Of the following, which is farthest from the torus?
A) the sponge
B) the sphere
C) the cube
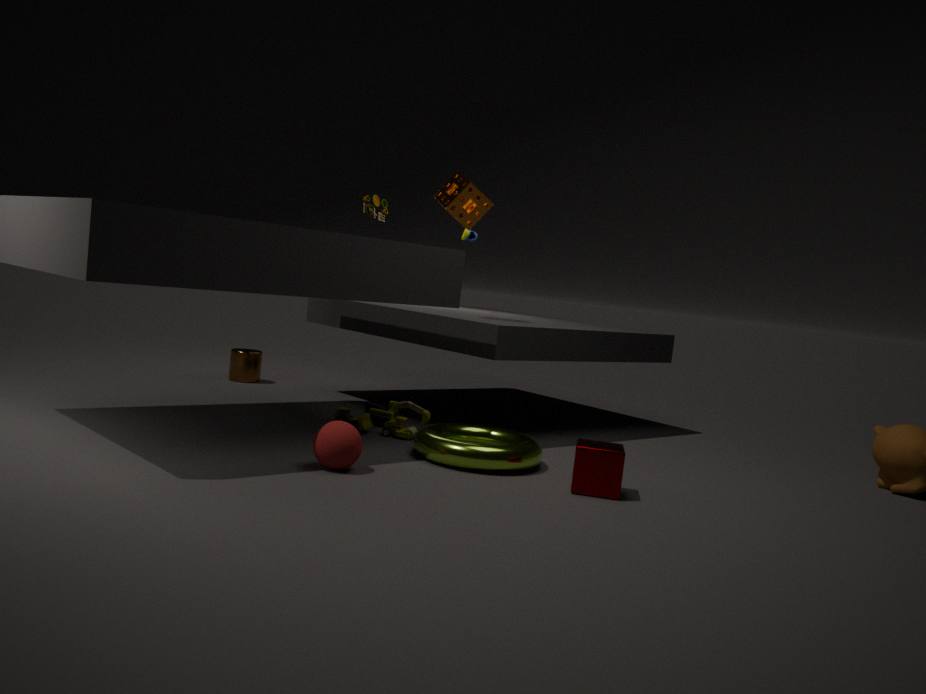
the sponge
